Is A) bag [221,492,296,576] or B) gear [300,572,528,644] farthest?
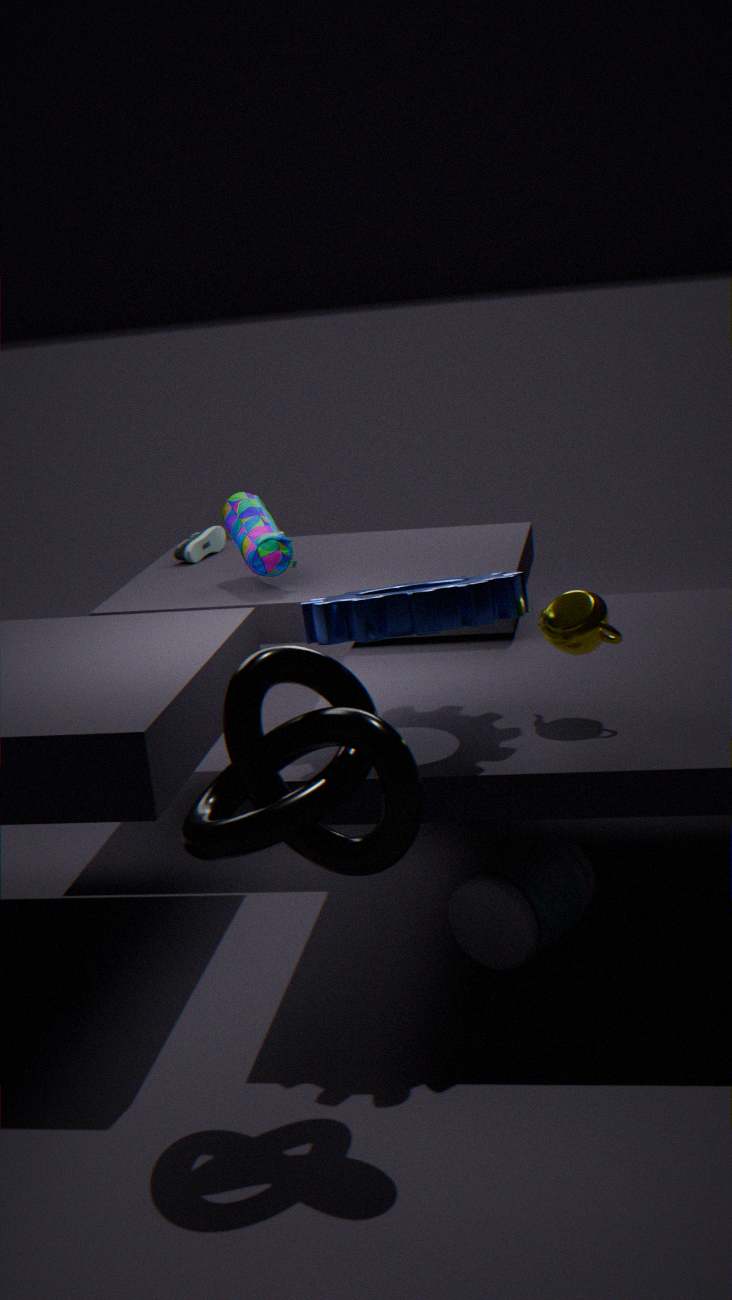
A. bag [221,492,296,576]
